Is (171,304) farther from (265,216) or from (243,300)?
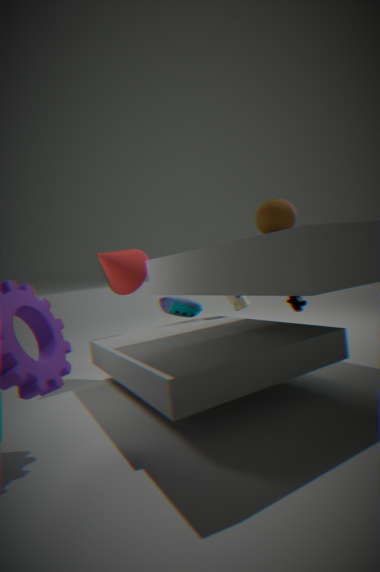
(265,216)
